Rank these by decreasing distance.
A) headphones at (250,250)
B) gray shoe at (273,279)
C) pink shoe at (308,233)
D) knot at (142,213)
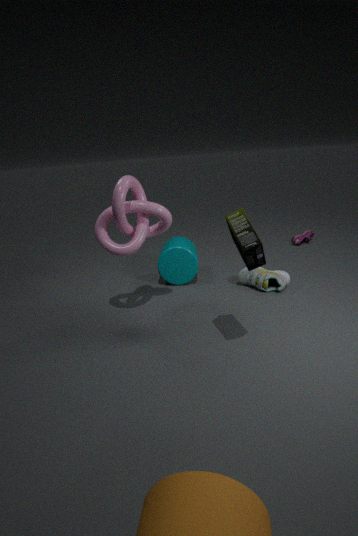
pink shoe at (308,233)
gray shoe at (273,279)
knot at (142,213)
headphones at (250,250)
